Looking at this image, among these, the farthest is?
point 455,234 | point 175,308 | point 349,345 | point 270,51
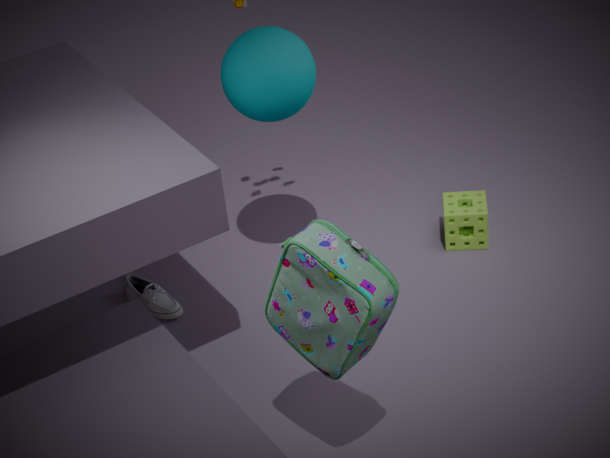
point 455,234
